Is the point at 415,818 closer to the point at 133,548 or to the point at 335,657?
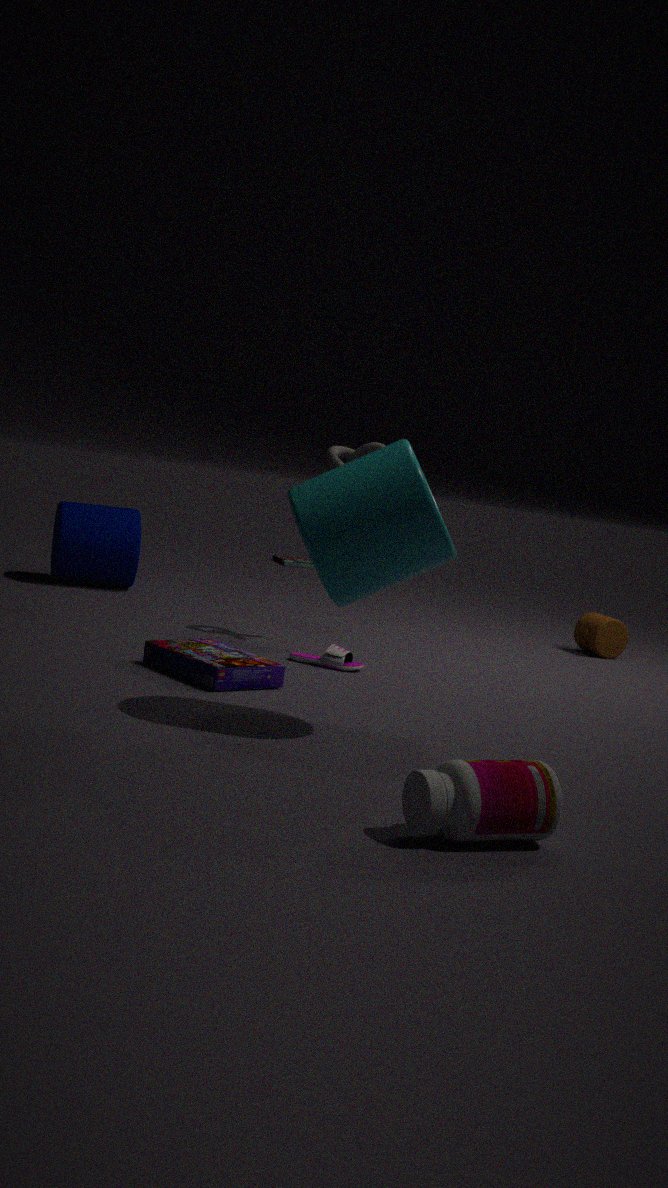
the point at 335,657
